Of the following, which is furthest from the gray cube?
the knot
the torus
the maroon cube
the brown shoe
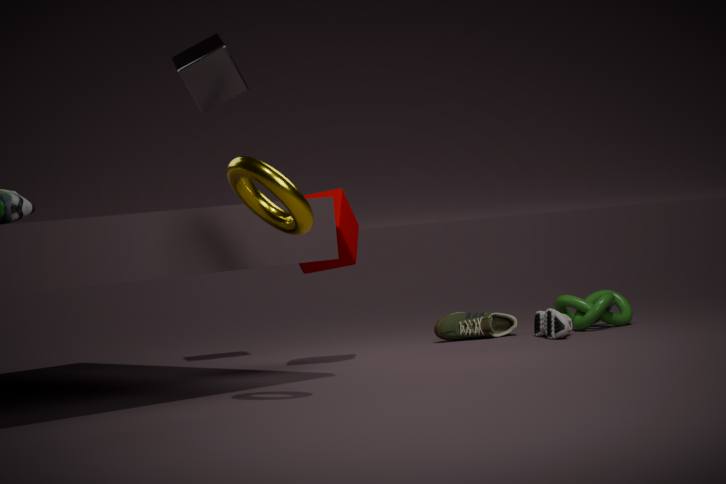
the knot
